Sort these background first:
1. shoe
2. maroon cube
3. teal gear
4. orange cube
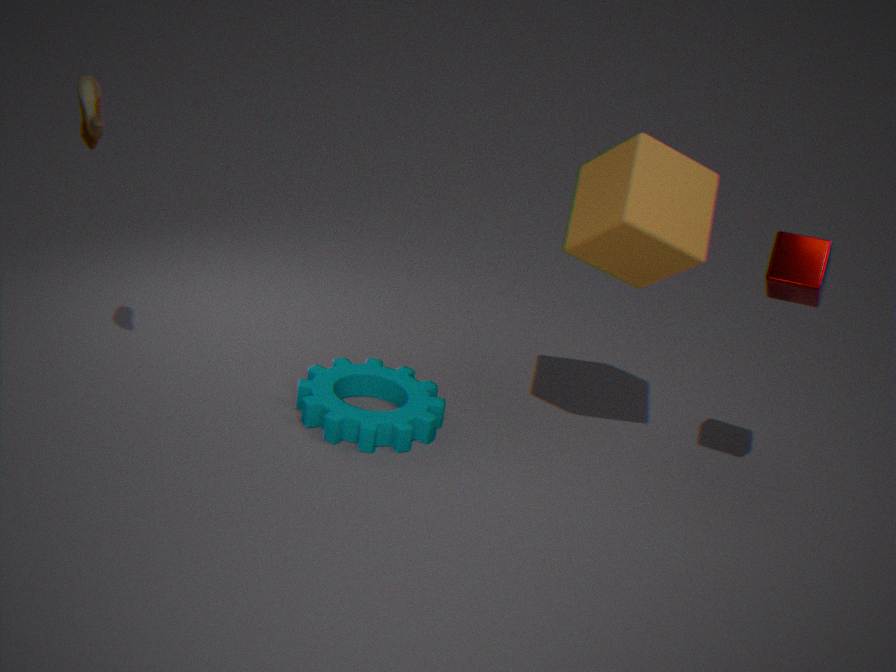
teal gear → orange cube → shoe → maroon cube
